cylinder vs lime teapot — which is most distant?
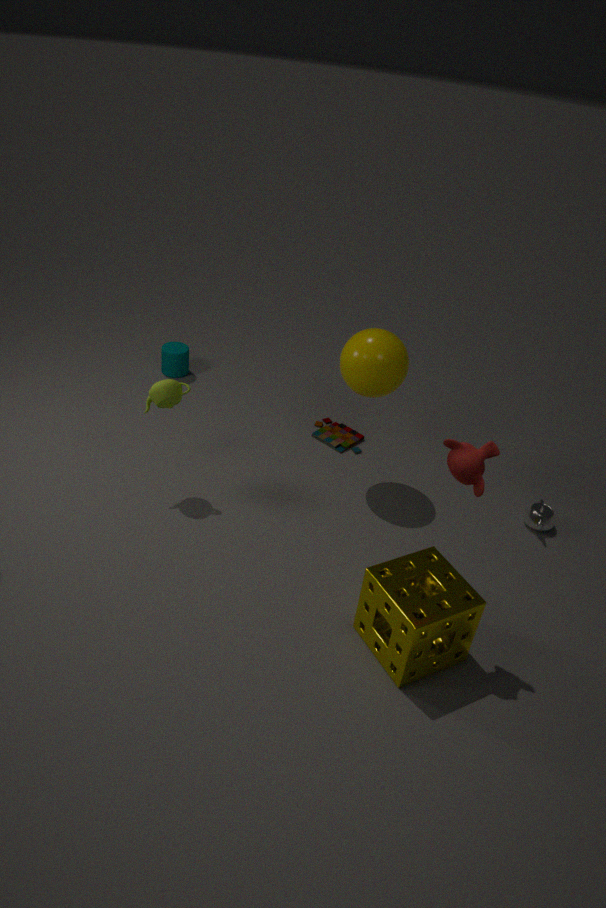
cylinder
